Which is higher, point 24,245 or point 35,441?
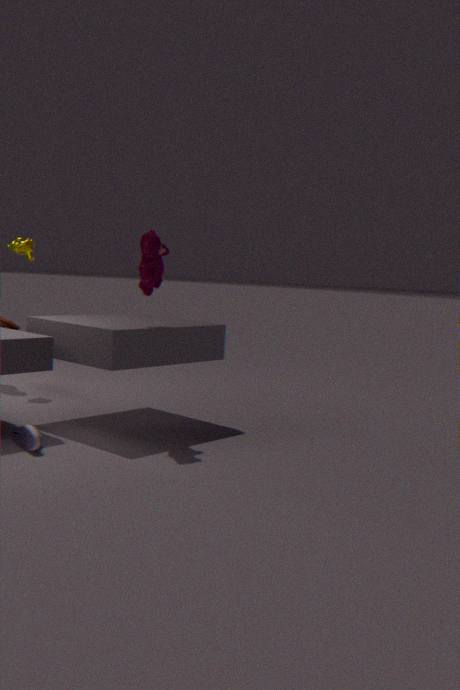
point 24,245
